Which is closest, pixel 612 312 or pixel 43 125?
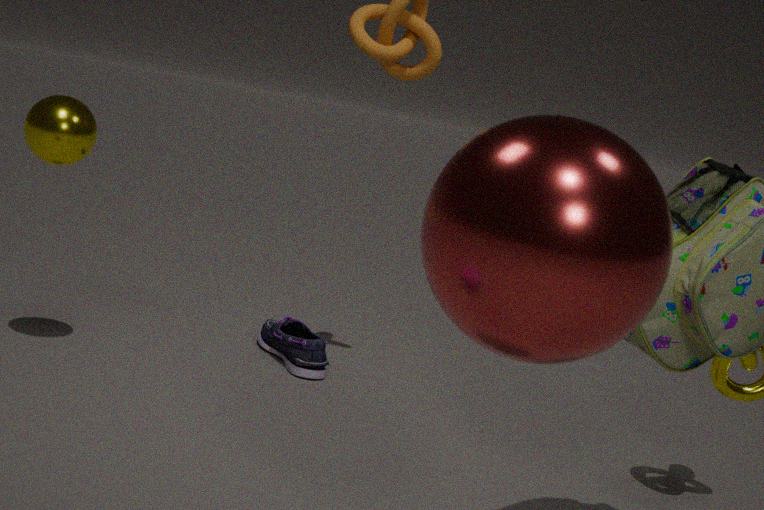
pixel 612 312
